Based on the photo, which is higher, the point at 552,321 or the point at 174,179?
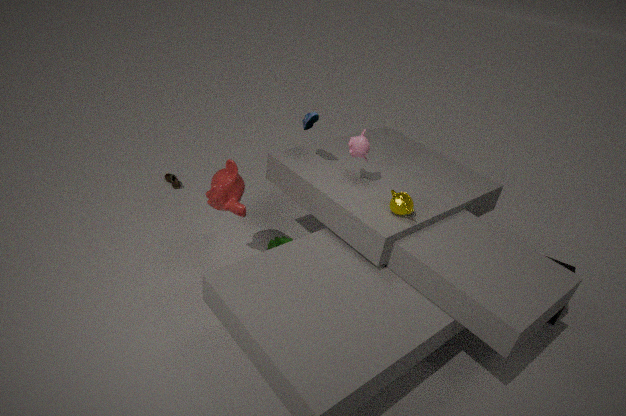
the point at 552,321
